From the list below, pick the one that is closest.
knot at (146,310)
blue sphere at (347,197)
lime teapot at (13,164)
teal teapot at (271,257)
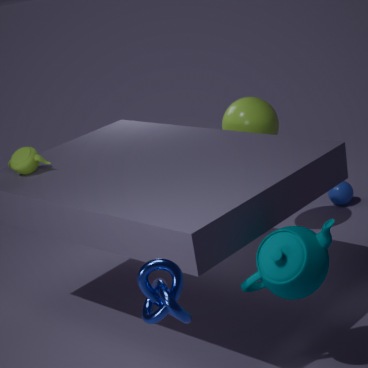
knot at (146,310)
